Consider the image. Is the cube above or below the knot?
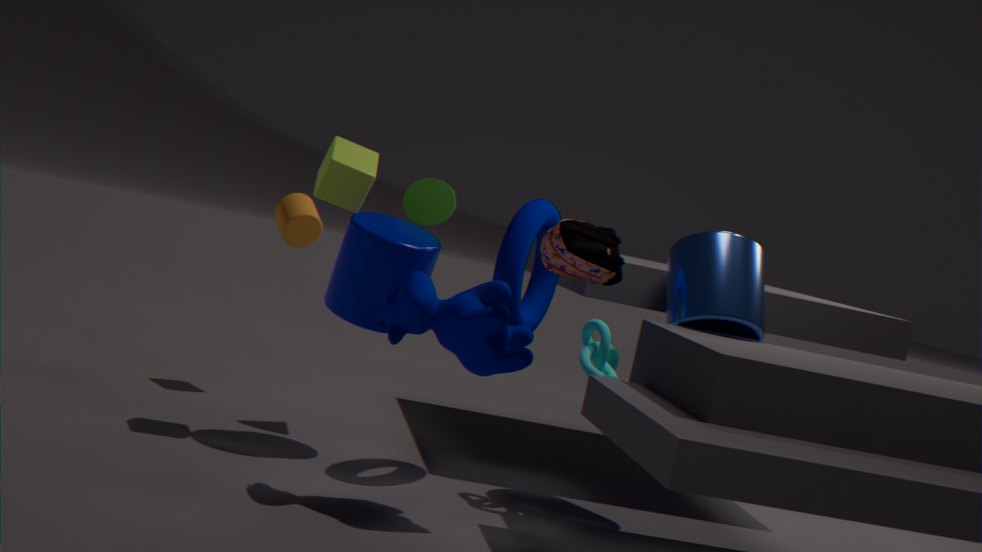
above
